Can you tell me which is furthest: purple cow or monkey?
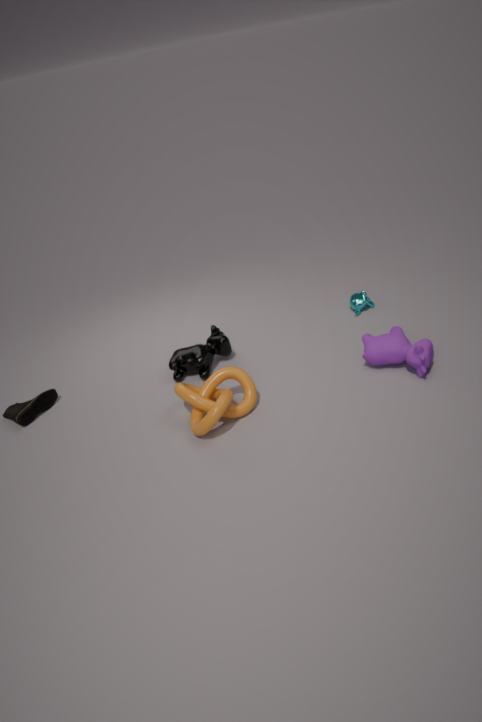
monkey
